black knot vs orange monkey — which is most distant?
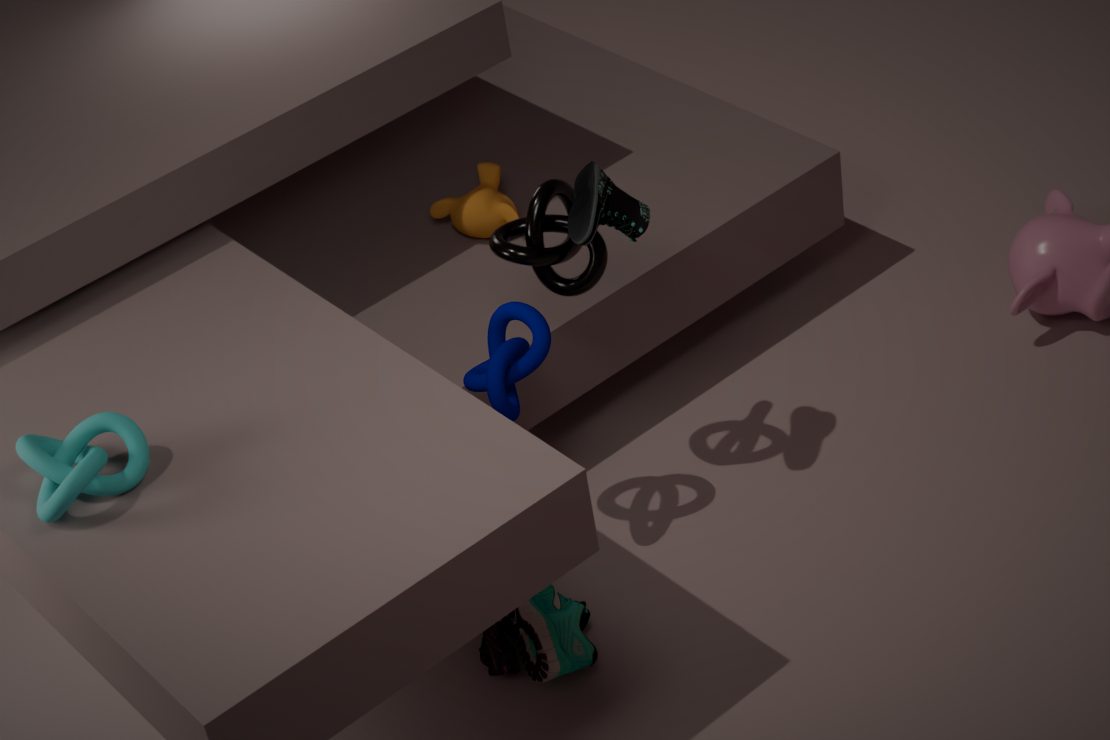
orange monkey
